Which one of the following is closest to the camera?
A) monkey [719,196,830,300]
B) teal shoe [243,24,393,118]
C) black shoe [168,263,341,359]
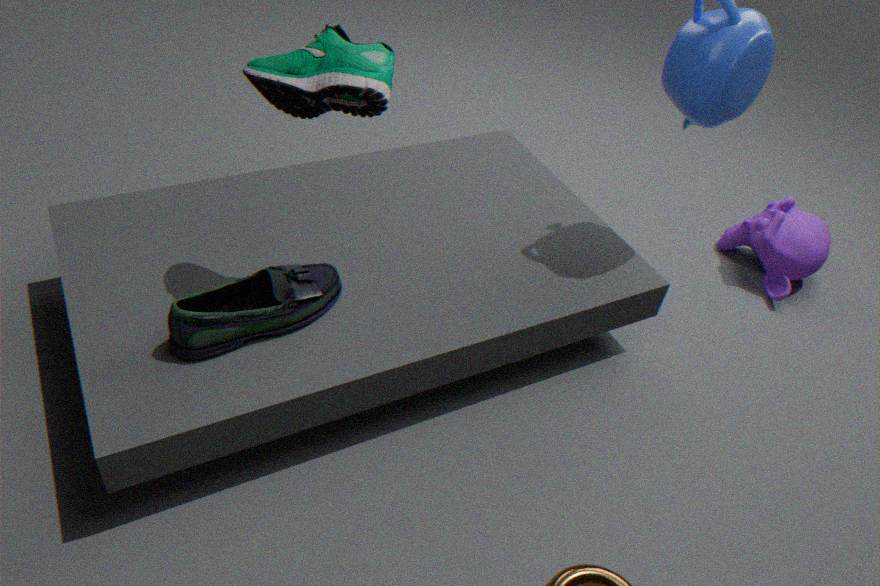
teal shoe [243,24,393,118]
